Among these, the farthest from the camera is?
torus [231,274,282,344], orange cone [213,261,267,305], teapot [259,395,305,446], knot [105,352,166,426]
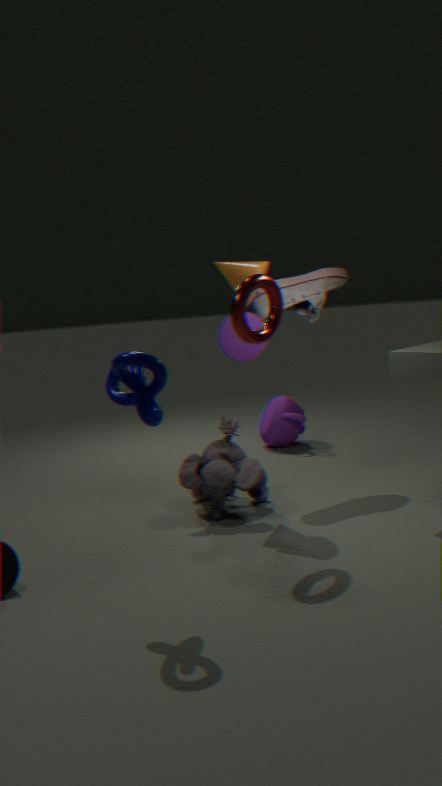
teapot [259,395,305,446]
